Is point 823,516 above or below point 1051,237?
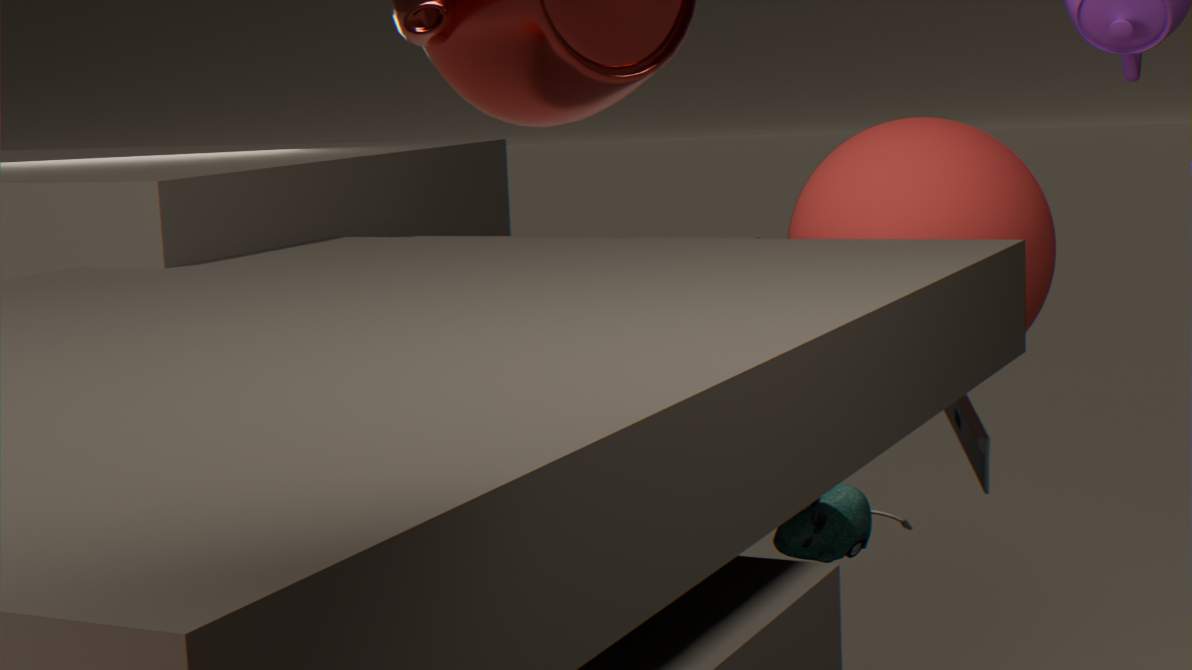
below
